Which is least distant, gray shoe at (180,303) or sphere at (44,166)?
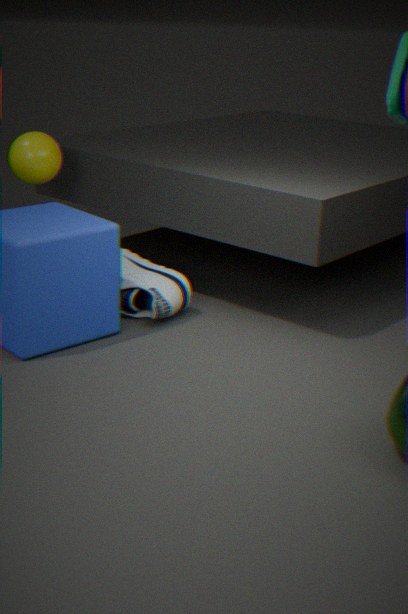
gray shoe at (180,303)
